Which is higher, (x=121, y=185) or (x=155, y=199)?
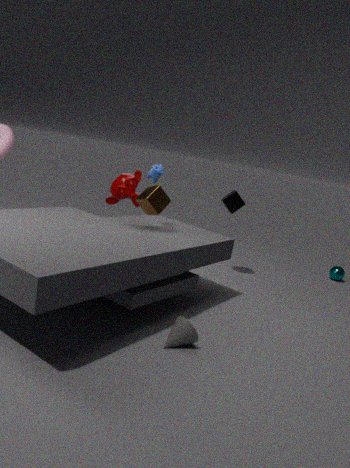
(x=155, y=199)
